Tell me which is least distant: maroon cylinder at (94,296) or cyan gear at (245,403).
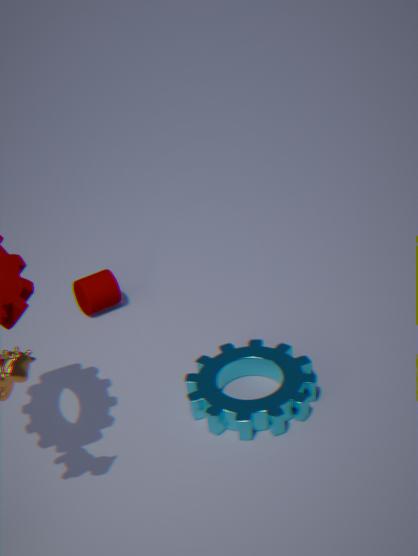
cyan gear at (245,403)
